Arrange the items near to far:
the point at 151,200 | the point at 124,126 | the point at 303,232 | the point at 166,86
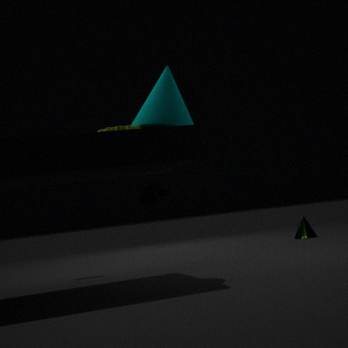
the point at 124,126 < the point at 166,86 < the point at 151,200 < the point at 303,232
